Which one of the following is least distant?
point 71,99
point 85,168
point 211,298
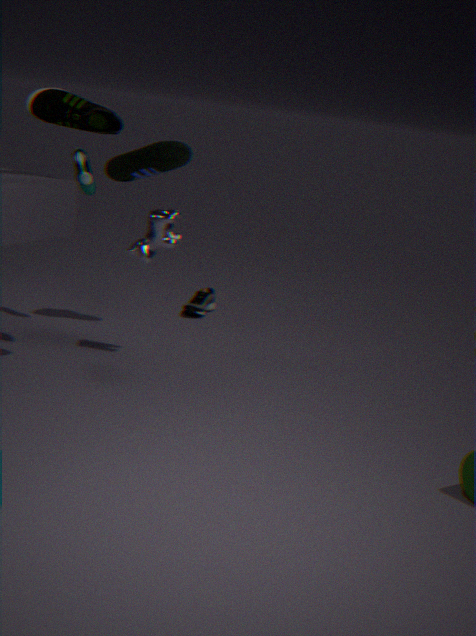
point 71,99
